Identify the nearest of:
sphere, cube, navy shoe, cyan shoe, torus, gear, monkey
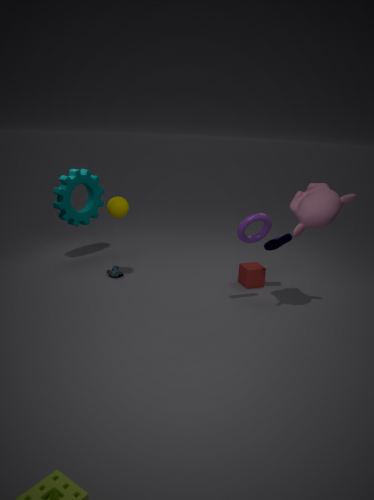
monkey
